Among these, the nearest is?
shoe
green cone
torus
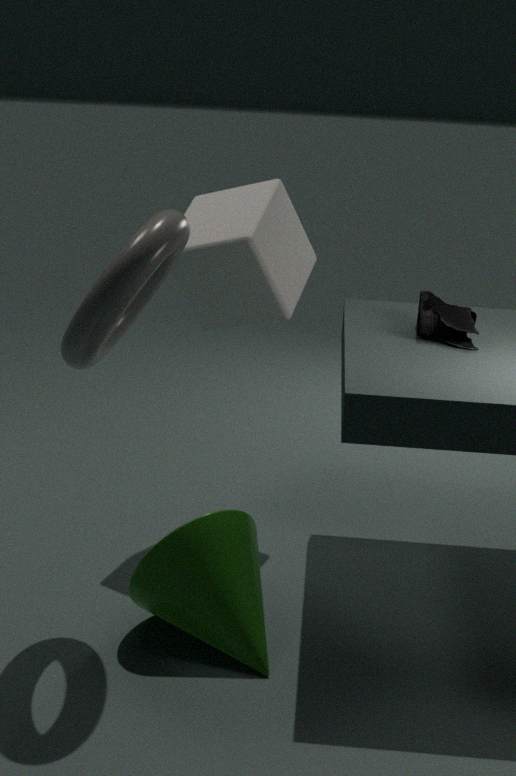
torus
